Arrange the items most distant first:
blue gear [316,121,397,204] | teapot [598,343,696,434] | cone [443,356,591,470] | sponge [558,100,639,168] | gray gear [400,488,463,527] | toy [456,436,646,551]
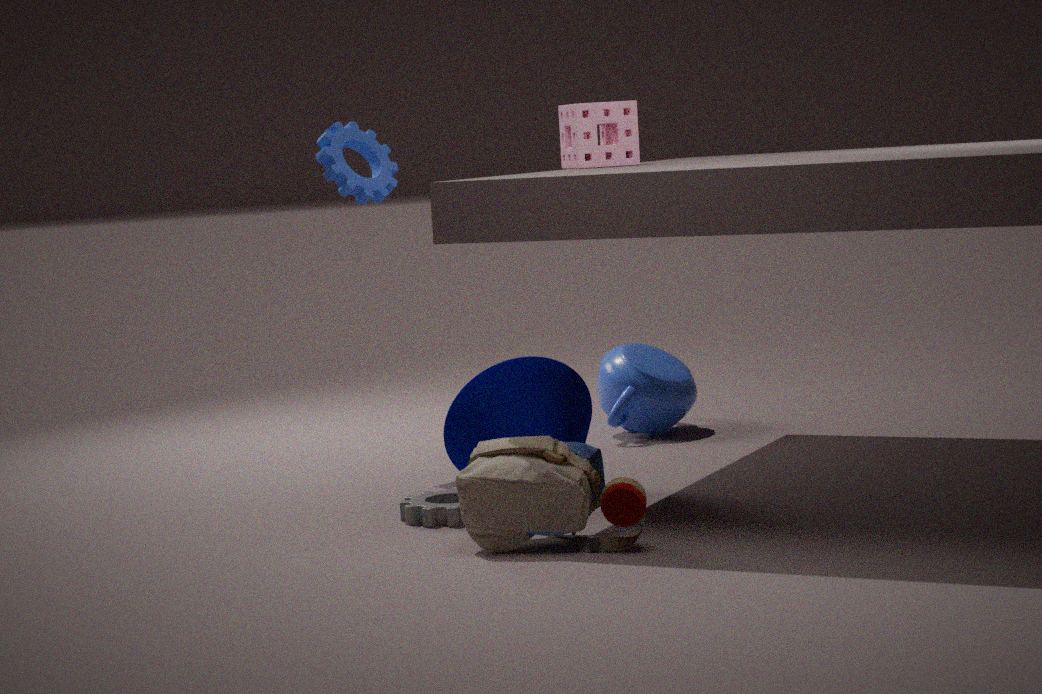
teapot [598,343,696,434] → blue gear [316,121,397,204] → sponge [558,100,639,168] → cone [443,356,591,470] → gray gear [400,488,463,527] → toy [456,436,646,551]
